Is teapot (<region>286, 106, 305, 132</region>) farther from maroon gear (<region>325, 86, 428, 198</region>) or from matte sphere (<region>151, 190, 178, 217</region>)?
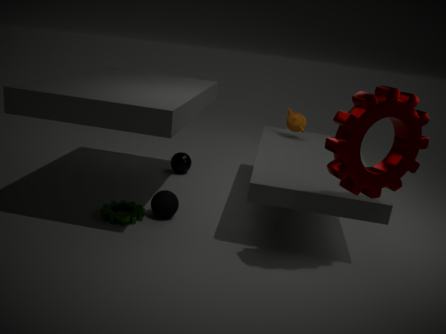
maroon gear (<region>325, 86, 428, 198</region>)
